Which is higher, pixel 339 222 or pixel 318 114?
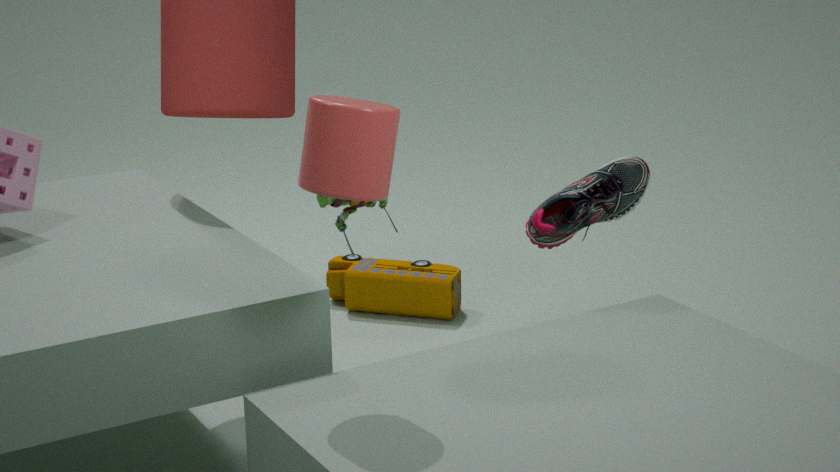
pixel 318 114
